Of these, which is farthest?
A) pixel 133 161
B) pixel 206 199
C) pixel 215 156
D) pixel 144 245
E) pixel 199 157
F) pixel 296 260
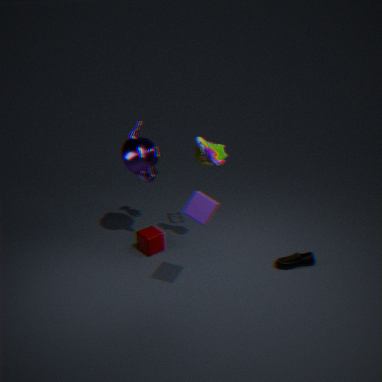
pixel 144 245
